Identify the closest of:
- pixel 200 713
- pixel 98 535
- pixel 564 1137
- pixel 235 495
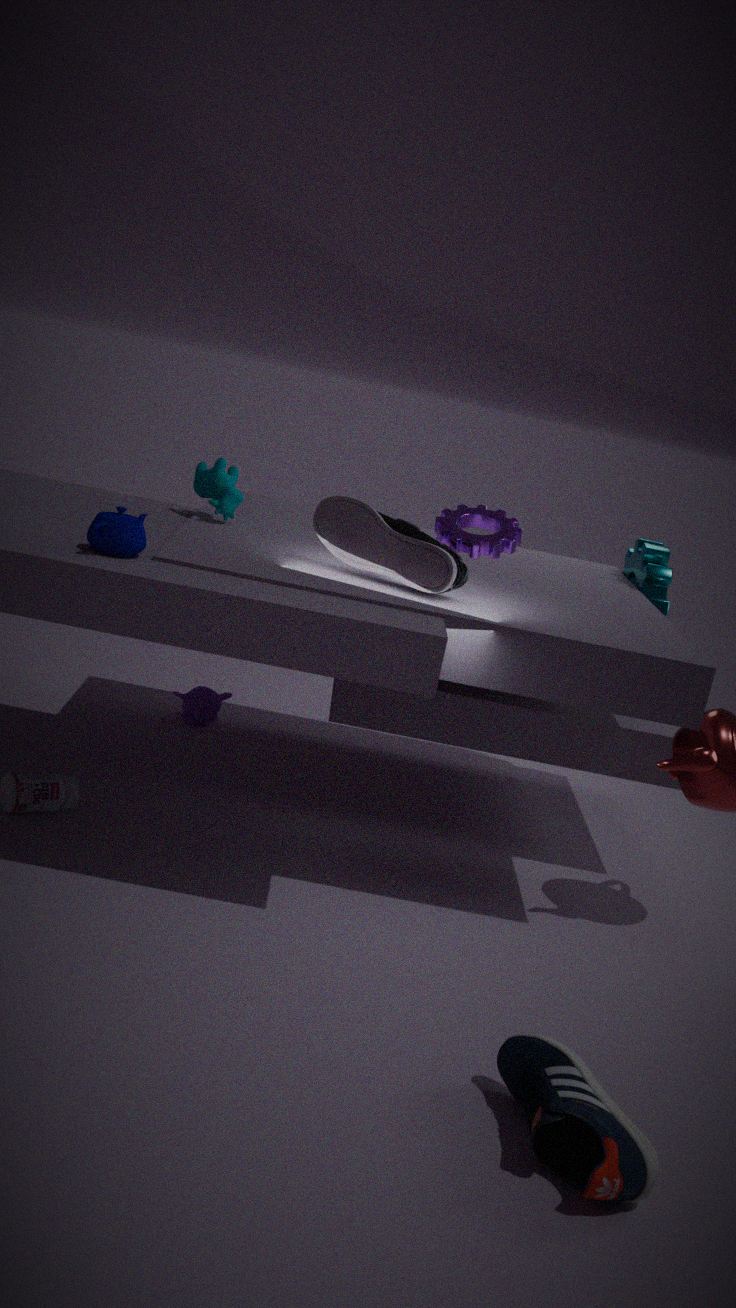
pixel 564 1137
